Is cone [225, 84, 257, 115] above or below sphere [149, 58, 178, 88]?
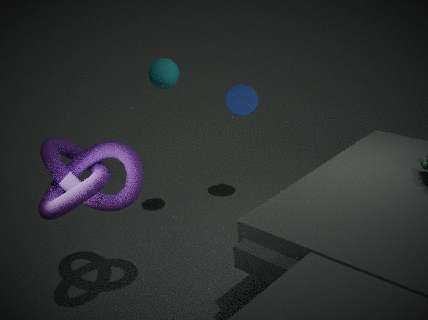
below
